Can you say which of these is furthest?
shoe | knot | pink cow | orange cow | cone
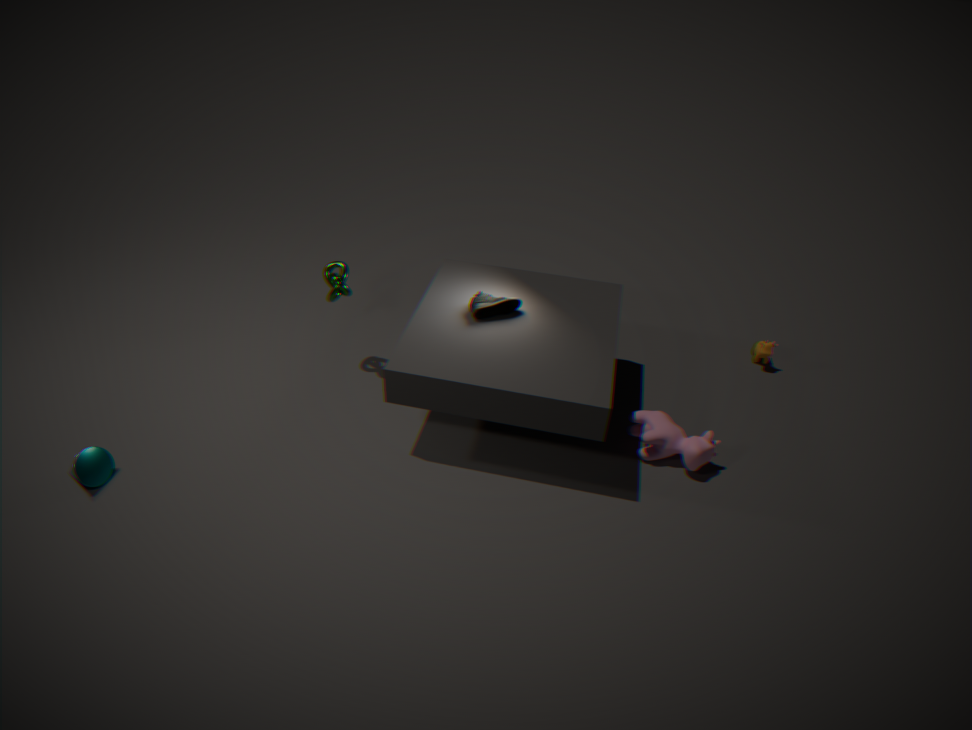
orange cow
